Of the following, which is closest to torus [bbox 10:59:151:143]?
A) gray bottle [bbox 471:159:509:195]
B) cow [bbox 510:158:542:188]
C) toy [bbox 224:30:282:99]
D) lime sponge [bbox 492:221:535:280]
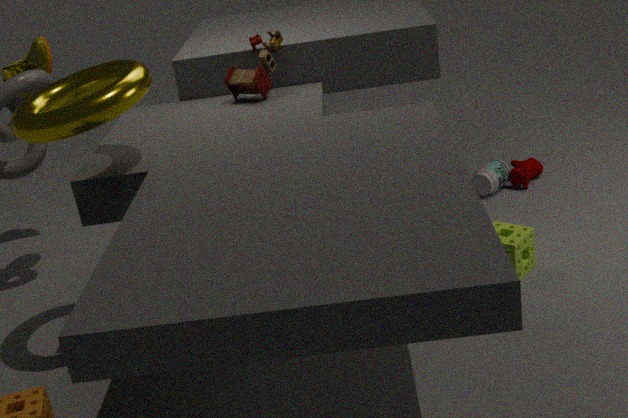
toy [bbox 224:30:282:99]
